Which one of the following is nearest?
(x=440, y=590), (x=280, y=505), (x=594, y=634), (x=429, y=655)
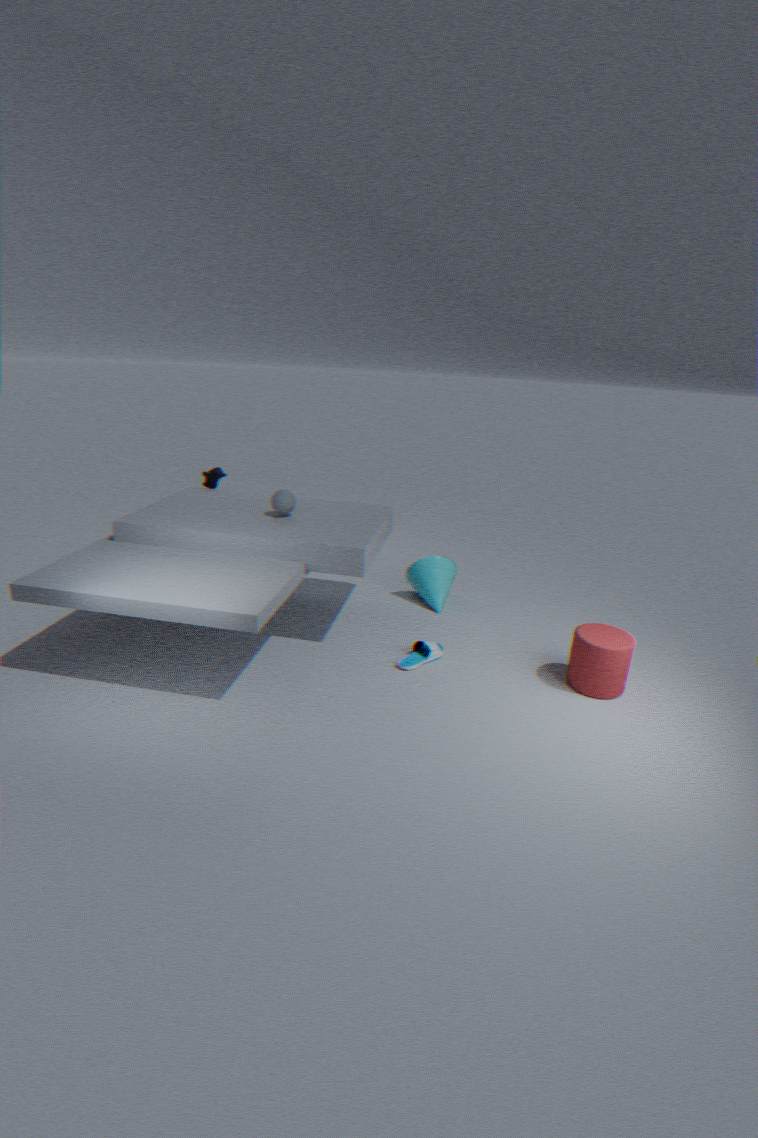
(x=594, y=634)
